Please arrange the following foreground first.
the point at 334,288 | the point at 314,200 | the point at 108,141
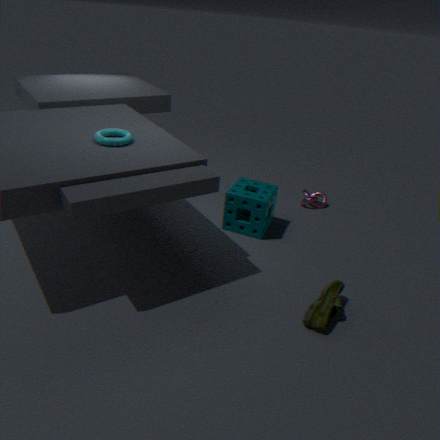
the point at 334,288 → the point at 108,141 → the point at 314,200
